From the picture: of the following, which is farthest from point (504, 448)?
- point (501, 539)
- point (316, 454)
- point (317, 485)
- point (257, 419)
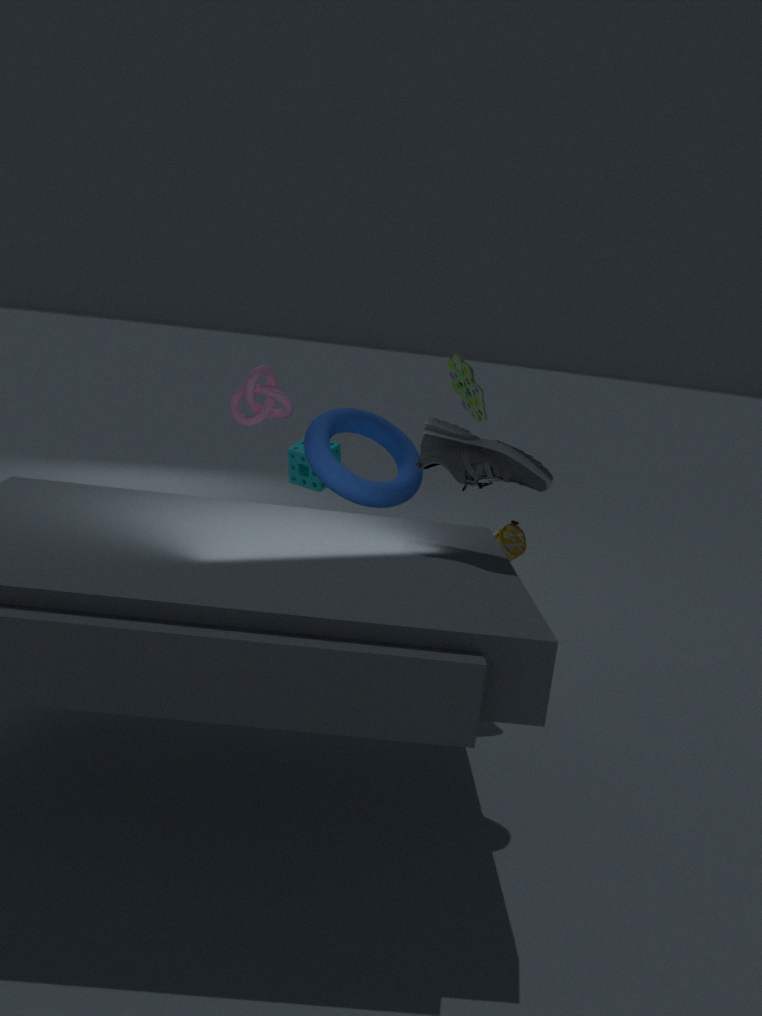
point (317, 485)
